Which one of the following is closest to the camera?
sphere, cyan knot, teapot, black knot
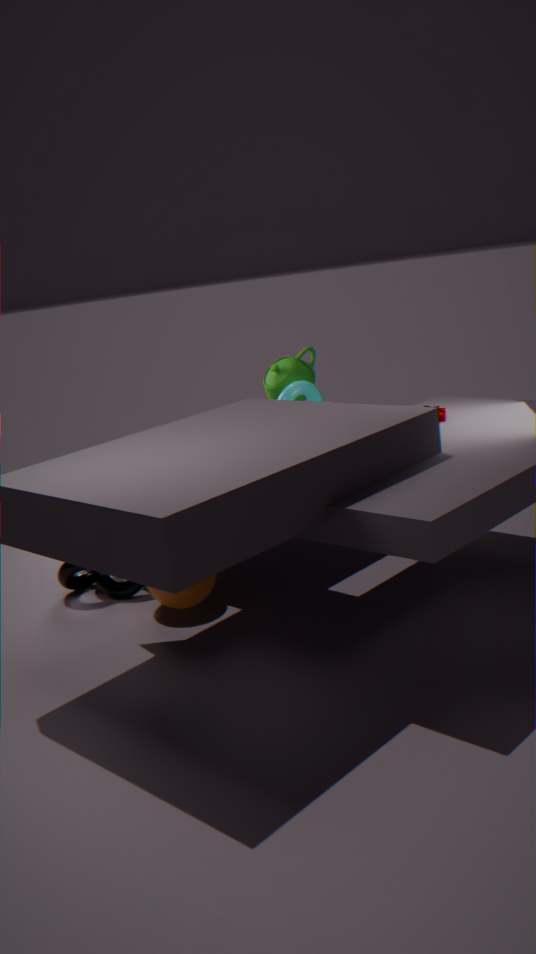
sphere
